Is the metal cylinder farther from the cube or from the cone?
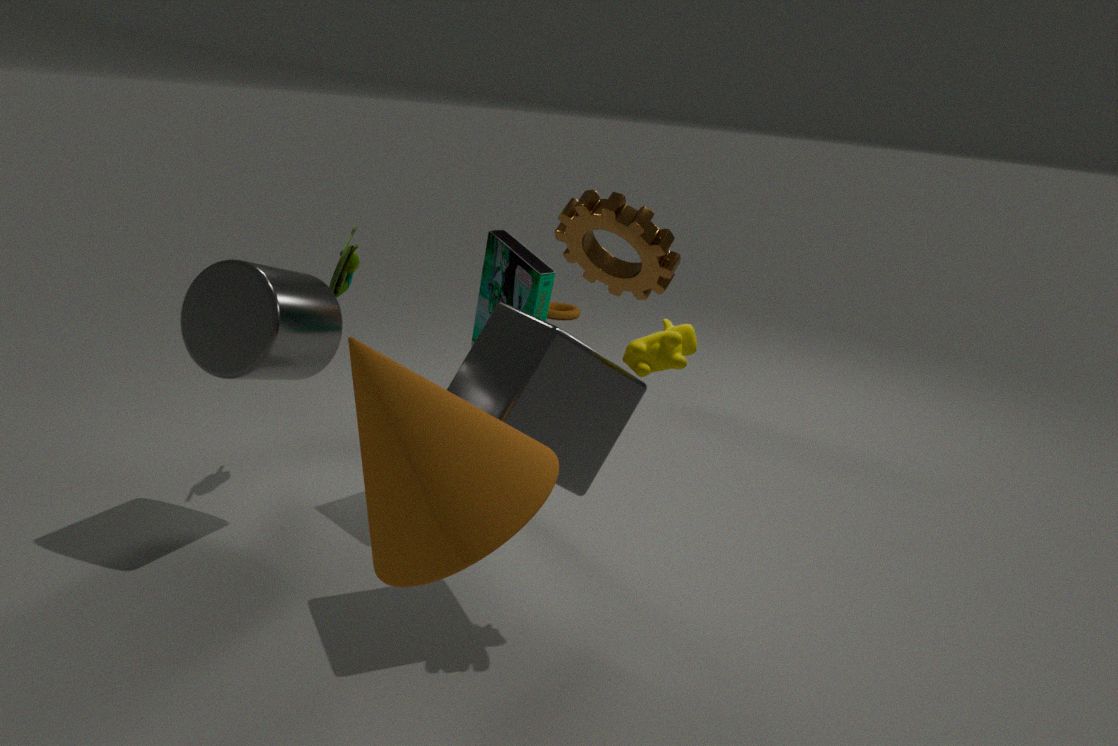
the cone
